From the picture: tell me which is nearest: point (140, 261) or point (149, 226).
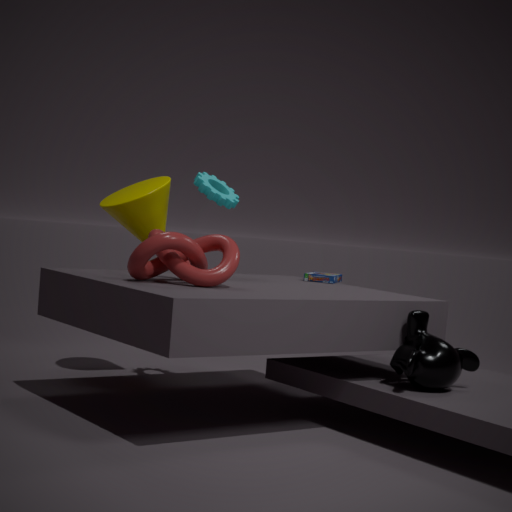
point (140, 261)
